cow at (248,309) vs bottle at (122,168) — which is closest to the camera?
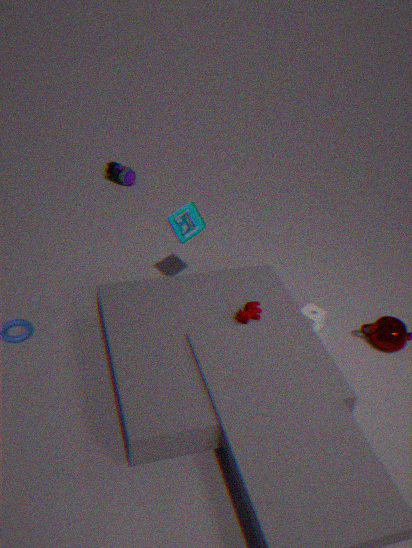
cow at (248,309)
